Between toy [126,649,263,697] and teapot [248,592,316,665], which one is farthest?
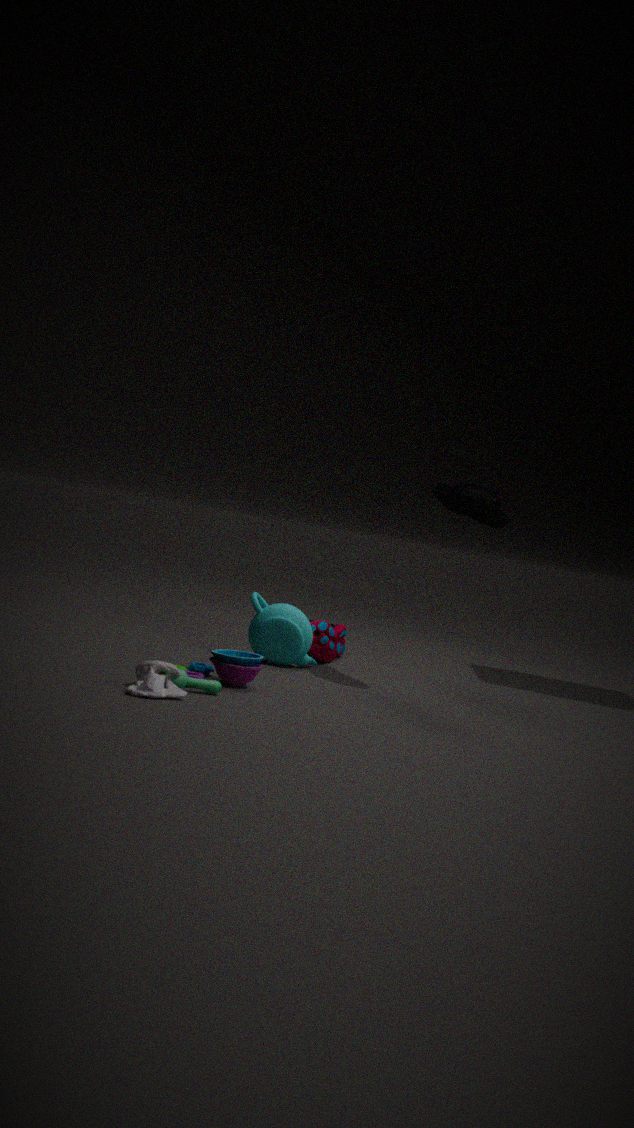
teapot [248,592,316,665]
